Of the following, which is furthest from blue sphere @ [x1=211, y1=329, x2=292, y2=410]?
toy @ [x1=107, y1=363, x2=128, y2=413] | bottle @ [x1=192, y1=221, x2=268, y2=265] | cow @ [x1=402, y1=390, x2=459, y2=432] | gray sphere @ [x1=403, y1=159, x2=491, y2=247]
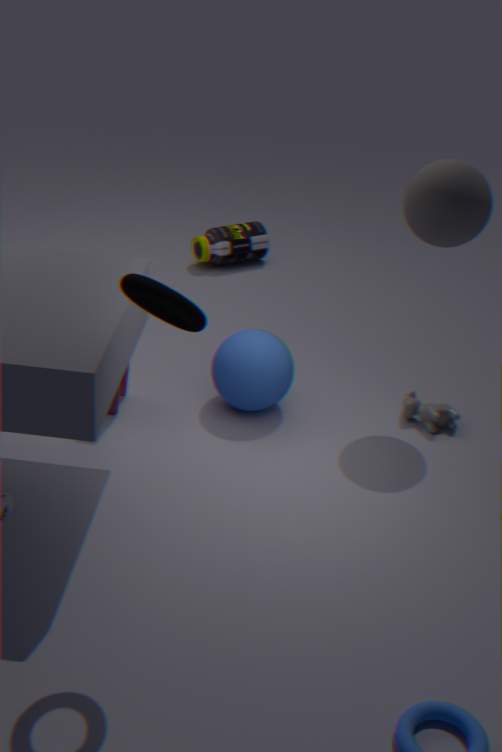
bottle @ [x1=192, y1=221, x2=268, y2=265]
